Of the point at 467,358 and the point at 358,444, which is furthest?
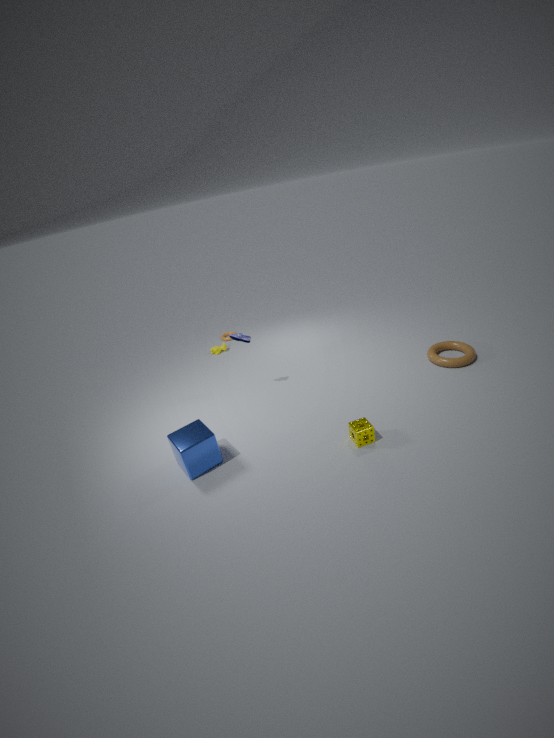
the point at 467,358
